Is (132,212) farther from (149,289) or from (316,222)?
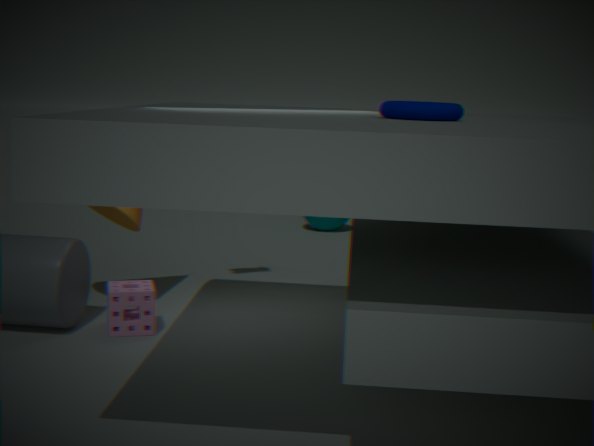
(316,222)
